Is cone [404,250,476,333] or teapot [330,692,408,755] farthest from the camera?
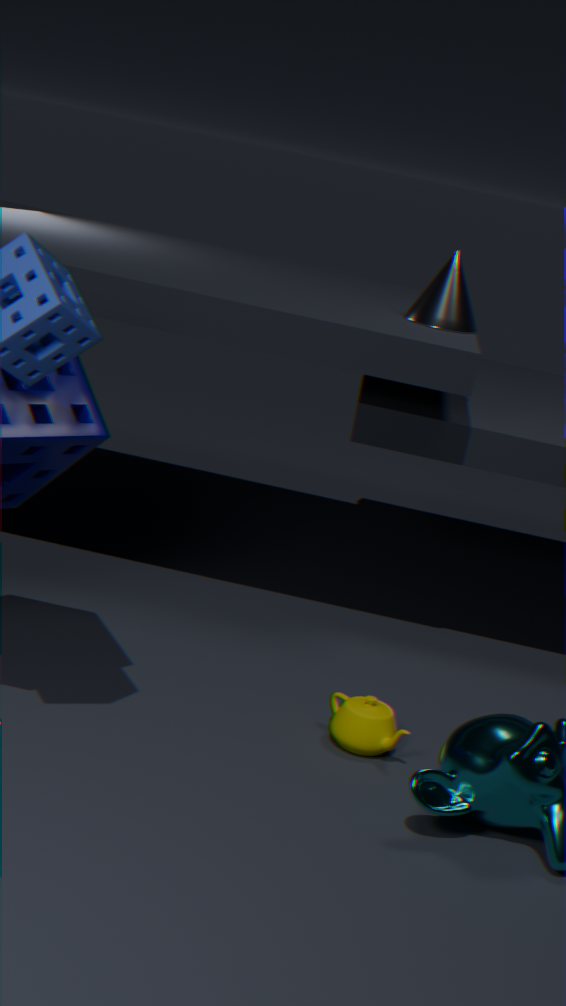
cone [404,250,476,333]
